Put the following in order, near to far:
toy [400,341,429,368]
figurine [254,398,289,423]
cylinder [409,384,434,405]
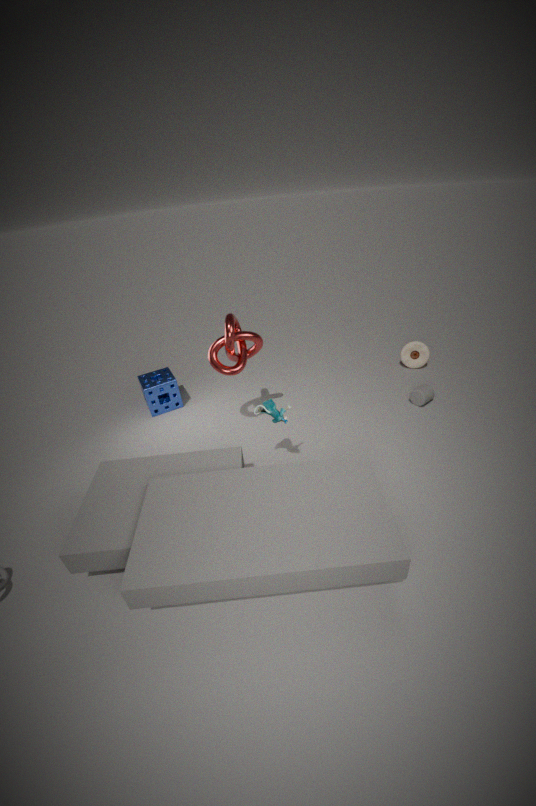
figurine [254,398,289,423] < cylinder [409,384,434,405] < toy [400,341,429,368]
